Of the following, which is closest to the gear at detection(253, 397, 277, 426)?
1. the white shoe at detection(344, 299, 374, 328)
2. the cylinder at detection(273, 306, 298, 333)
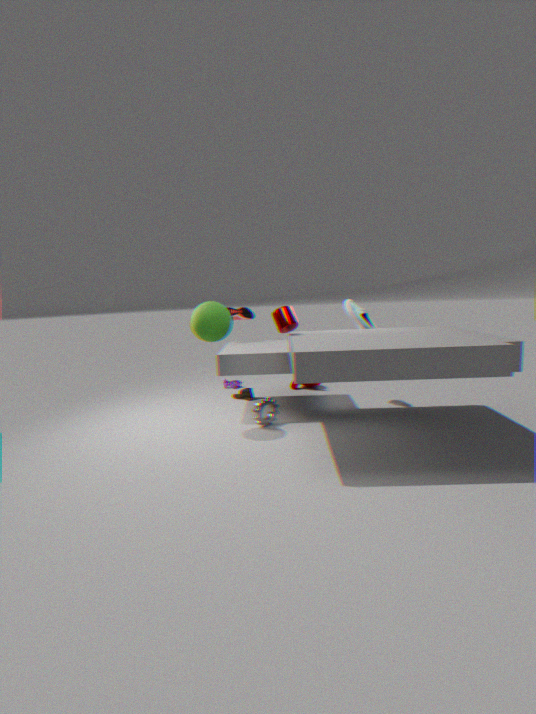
the cylinder at detection(273, 306, 298, 333)
